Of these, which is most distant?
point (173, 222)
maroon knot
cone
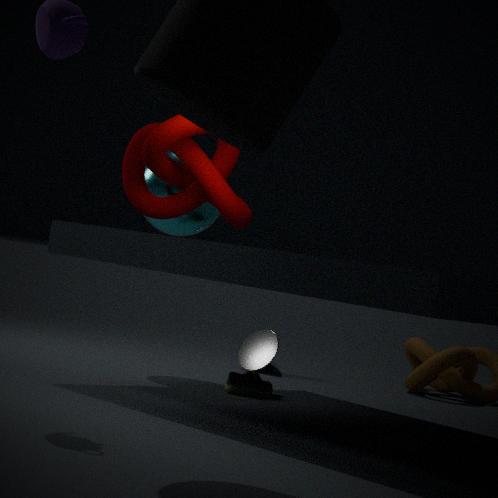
point (173, 222)
